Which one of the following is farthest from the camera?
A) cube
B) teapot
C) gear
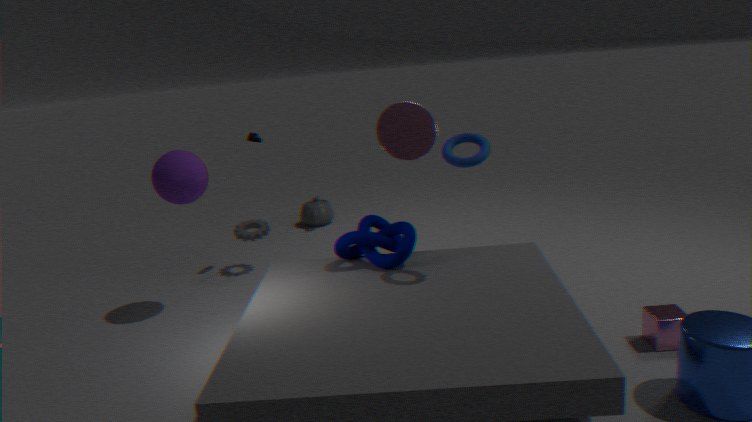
teapot
